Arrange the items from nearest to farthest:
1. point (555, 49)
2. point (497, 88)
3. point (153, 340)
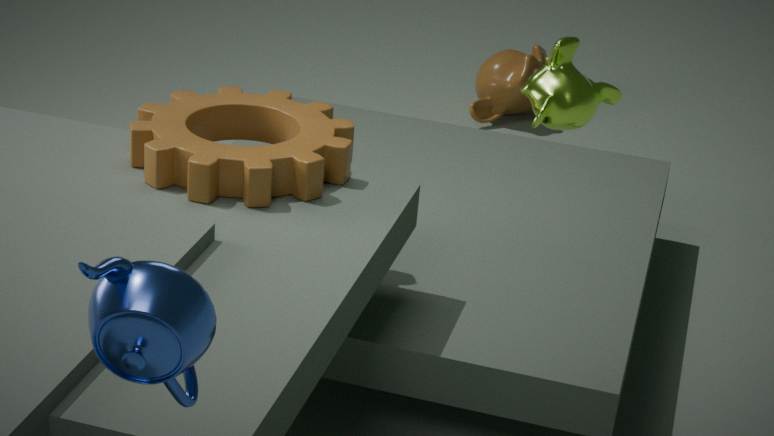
1. point (153, 340)
2. point (555, 49)
3. point (497, 88)
